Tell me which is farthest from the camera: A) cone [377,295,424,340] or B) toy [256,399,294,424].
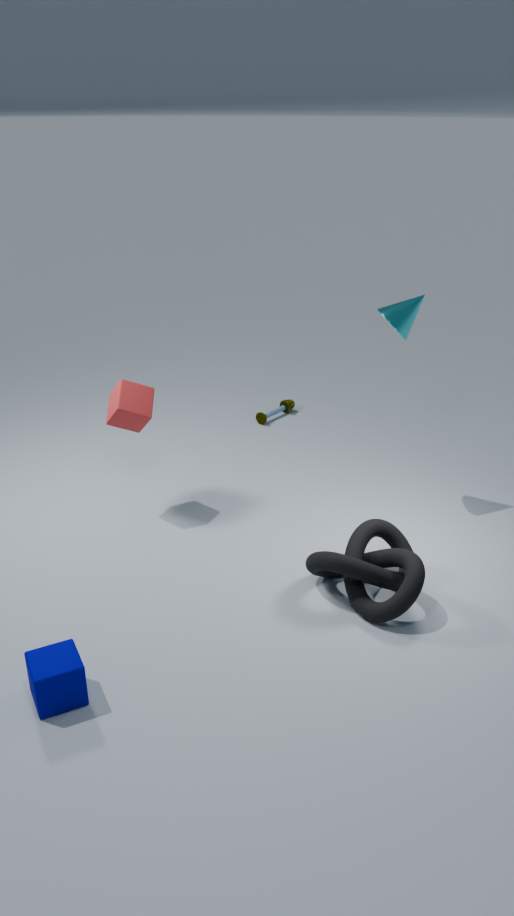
B. toy [256,399,294,424]
